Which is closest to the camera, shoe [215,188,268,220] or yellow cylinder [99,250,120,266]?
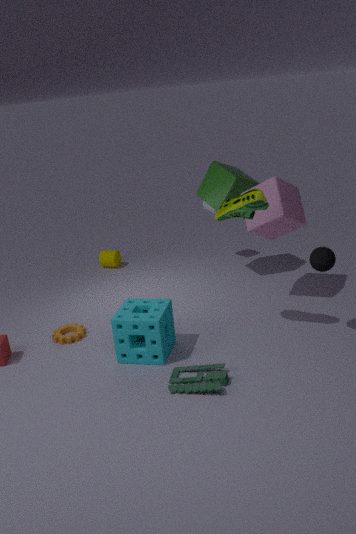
shoe [215,188,268,220]
